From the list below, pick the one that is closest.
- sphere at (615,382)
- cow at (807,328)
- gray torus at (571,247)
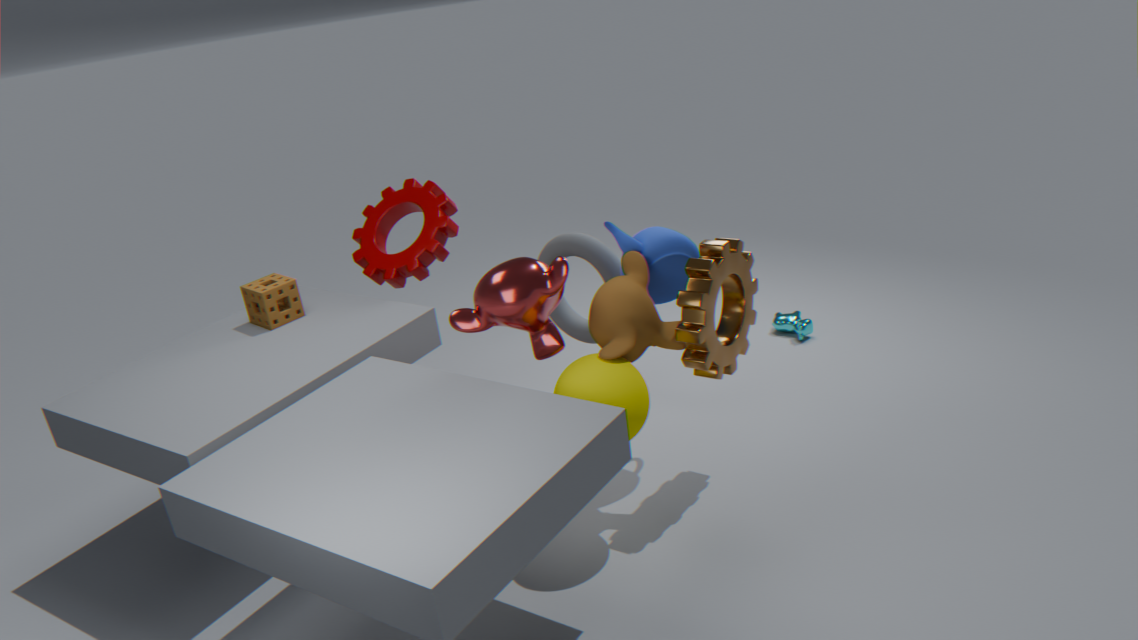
sphere at (615,382)
